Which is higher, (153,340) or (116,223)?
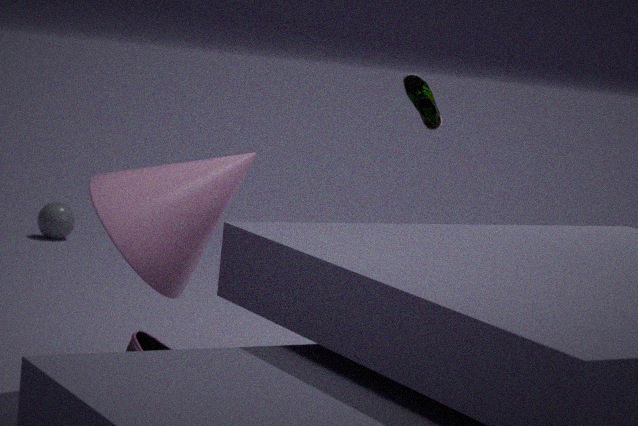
(116,223)
